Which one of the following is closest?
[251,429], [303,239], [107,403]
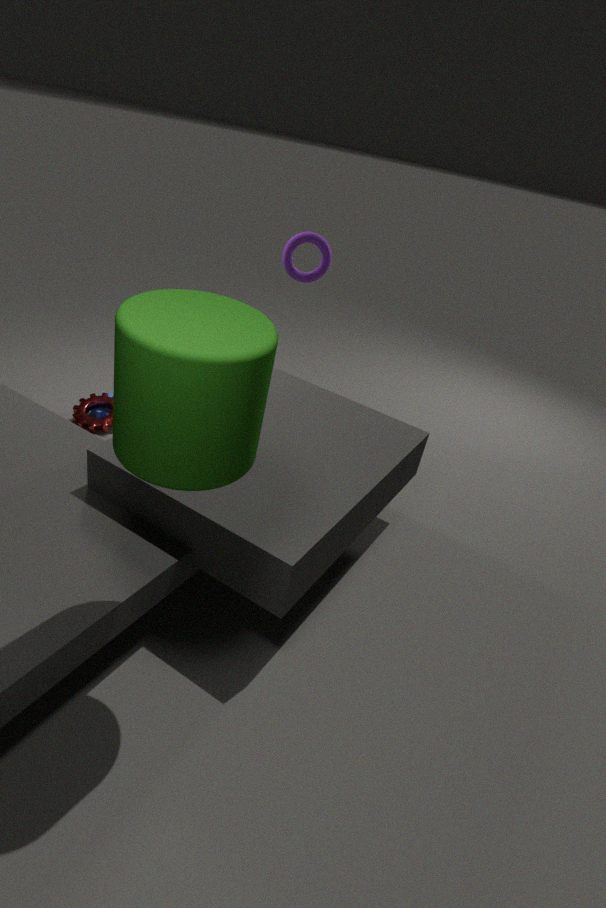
[251,429]
